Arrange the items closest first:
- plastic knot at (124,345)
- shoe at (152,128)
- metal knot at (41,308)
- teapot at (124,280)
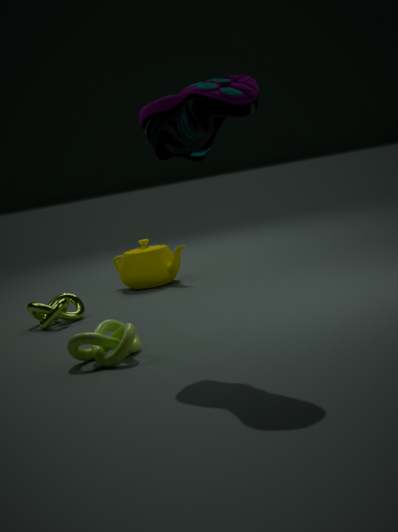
shoe at (152,128) → plastic knot at (124,345) → metal knot at (41,308) → teapot at (124,280)
